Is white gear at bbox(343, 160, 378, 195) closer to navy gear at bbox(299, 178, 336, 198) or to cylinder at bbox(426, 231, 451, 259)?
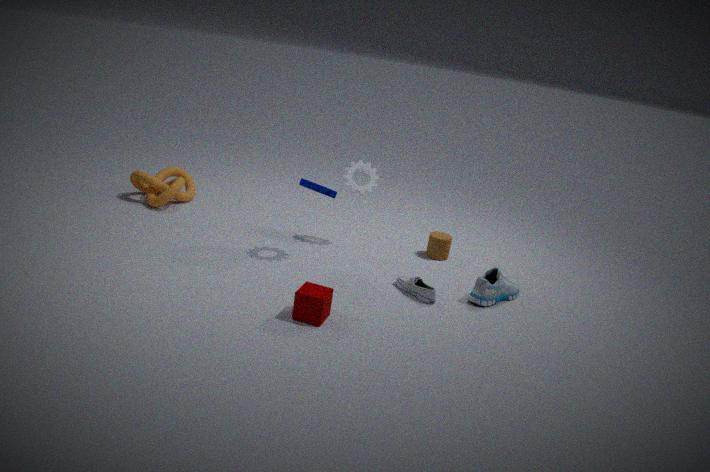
navy gear at bbox(299, 178, 336, 198)
